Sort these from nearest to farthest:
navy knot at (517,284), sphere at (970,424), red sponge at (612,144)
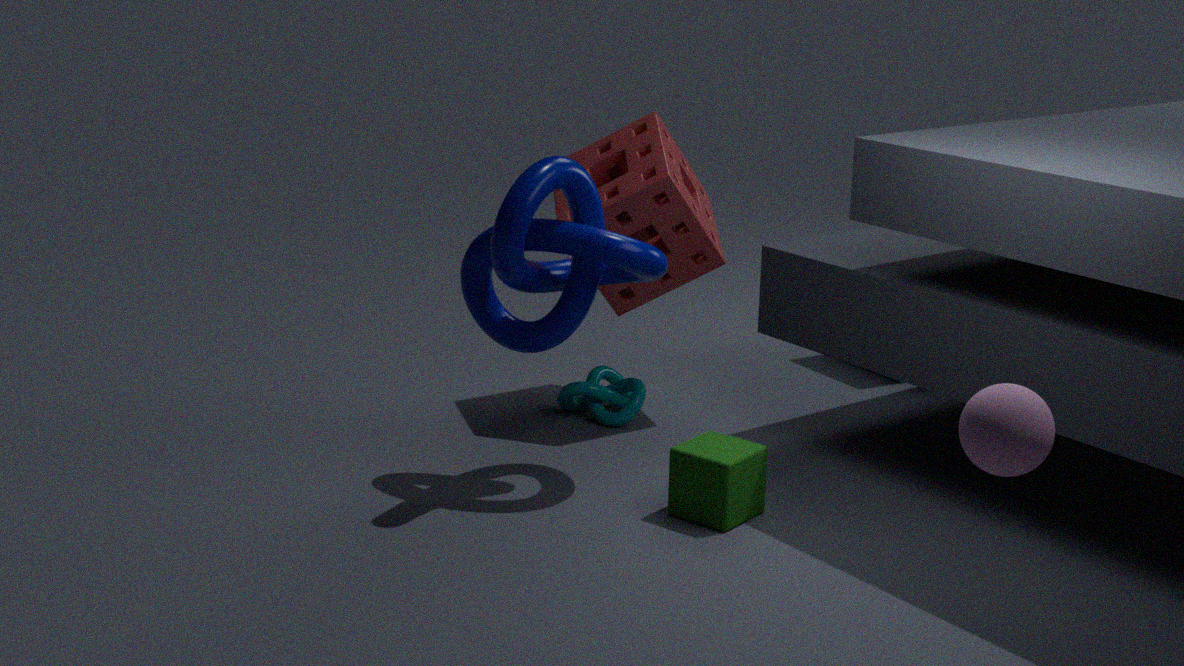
sphere at (970,424) → navy knot at (517,284) → red sponge at (612,144)
